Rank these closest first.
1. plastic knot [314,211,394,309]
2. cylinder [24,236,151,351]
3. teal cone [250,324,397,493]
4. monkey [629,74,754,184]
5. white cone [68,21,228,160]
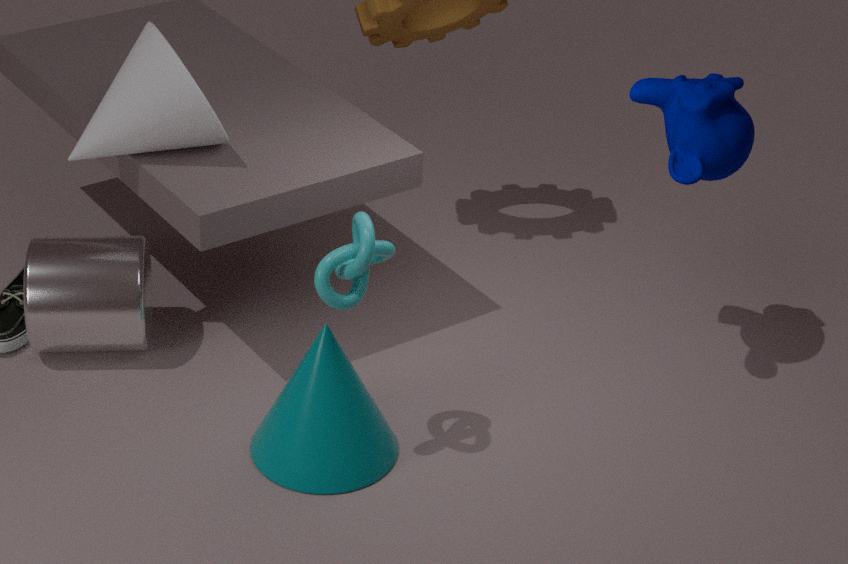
plastic knot [314,211,394,309]
teal cone [250,324,397,493]
monkey [629,74,754,184]
white cone [68,21,228,160]
cylinder [24,236,151,351]
